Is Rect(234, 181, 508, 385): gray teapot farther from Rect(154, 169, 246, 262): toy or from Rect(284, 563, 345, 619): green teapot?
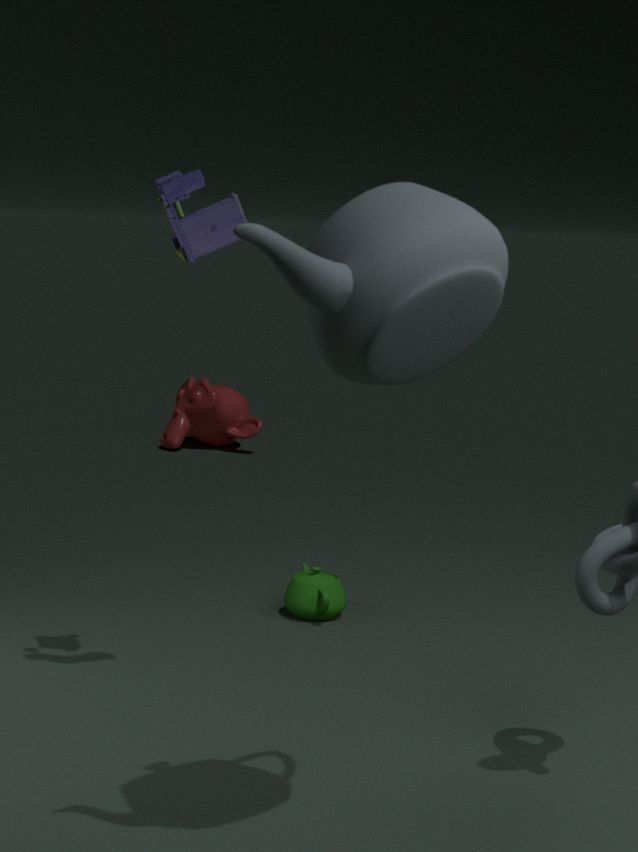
Rect(284, 563, 345, 619): green teapot
